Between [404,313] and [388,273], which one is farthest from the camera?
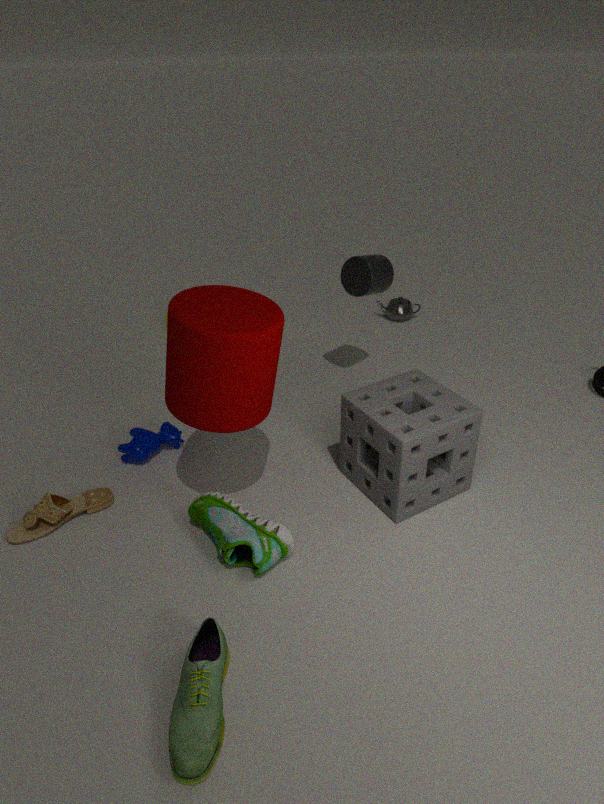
[404,313]
